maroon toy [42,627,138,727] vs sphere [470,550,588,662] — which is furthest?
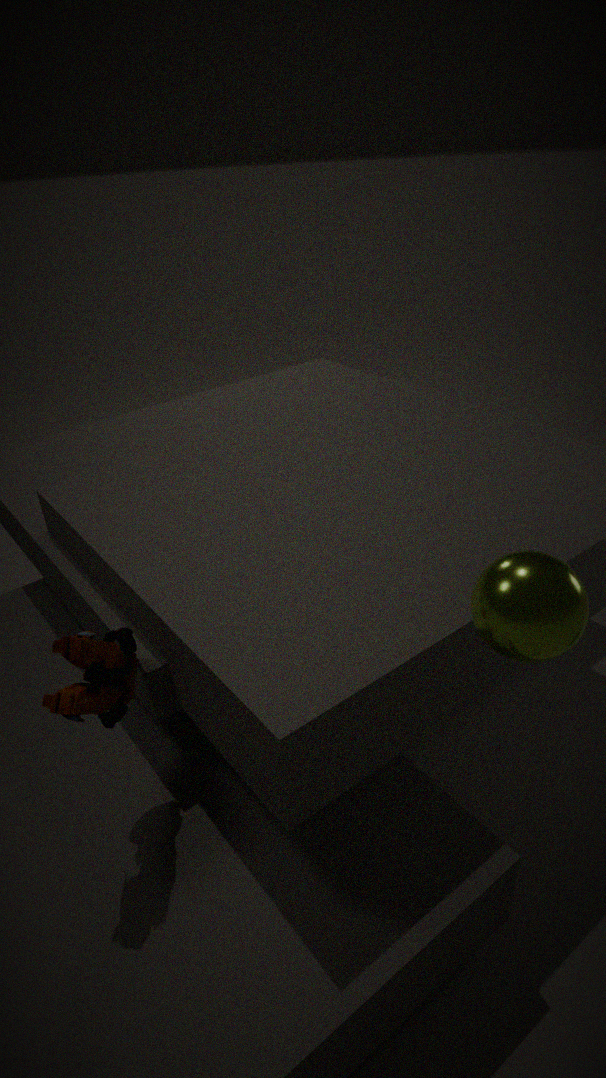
maroon toy [42,627,138,727]
